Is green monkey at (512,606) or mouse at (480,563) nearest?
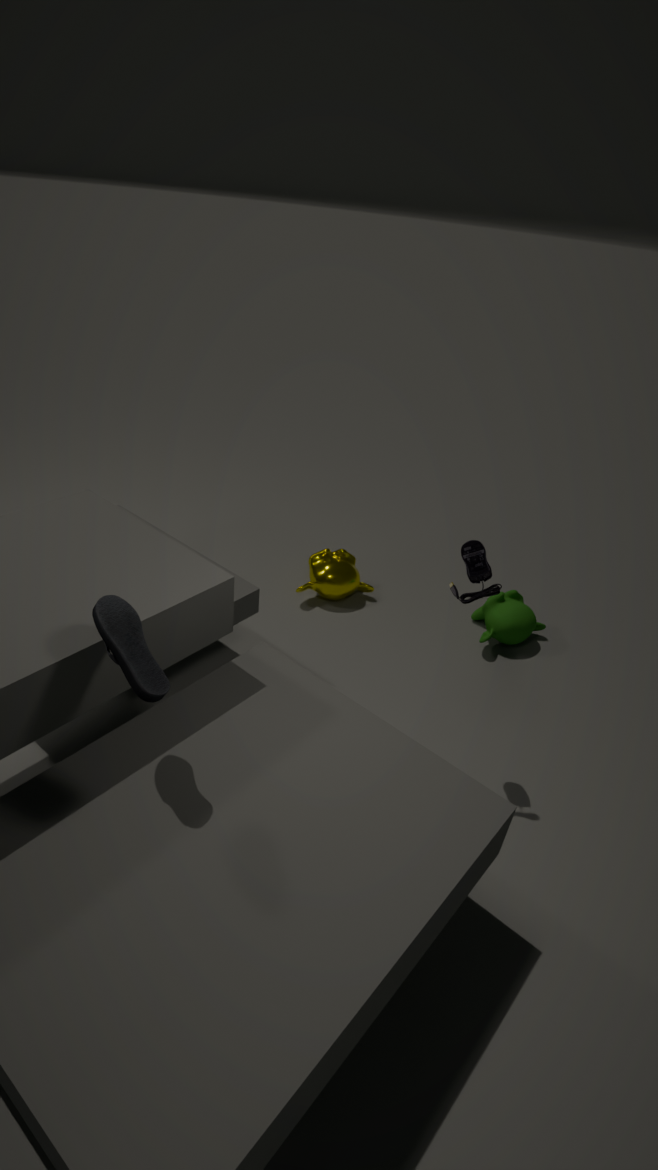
mouse at (480,563)
